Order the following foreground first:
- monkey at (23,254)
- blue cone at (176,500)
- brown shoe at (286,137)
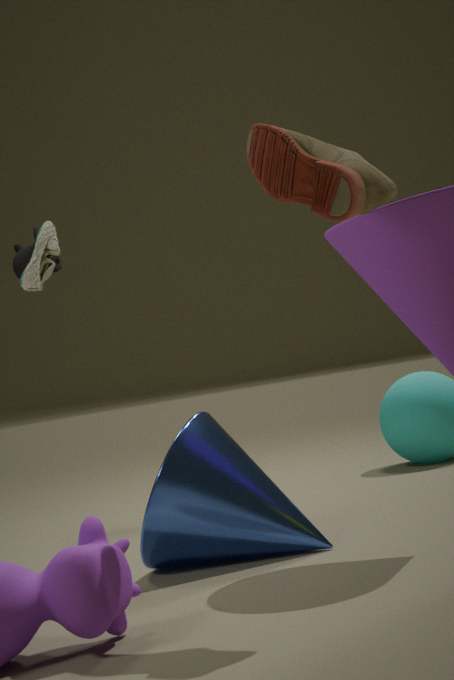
brown shoe at (286,137) < blue cone at (176,500) < monkey at (23,254)
